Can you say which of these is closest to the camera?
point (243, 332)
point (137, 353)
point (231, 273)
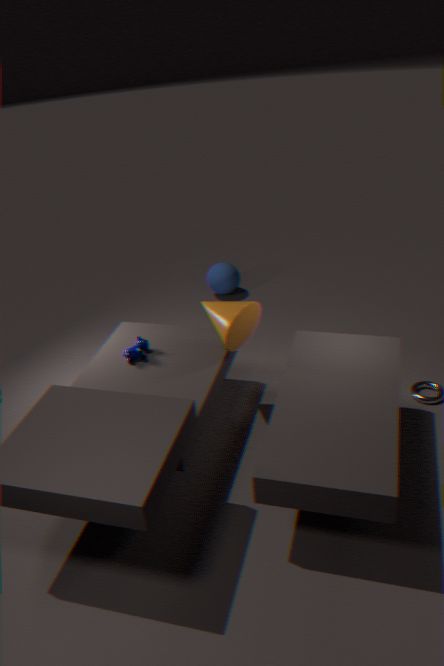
point (243, 332)
